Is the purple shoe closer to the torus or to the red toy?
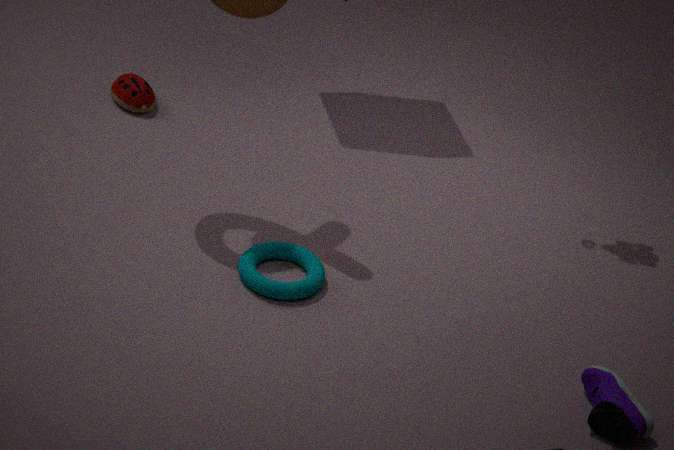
the torus
